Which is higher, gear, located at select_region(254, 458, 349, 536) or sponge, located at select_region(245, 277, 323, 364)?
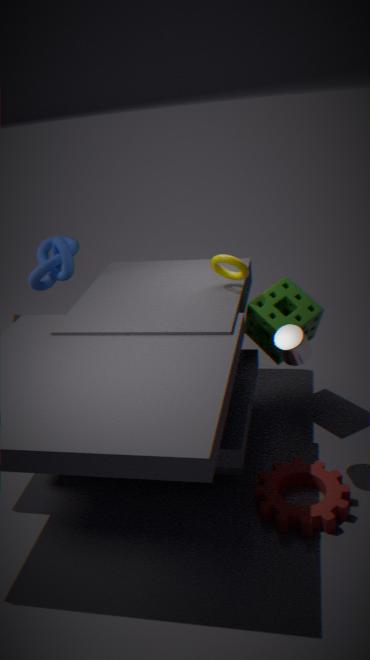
sponge, located at select_region(245, 277, 323, 364)
